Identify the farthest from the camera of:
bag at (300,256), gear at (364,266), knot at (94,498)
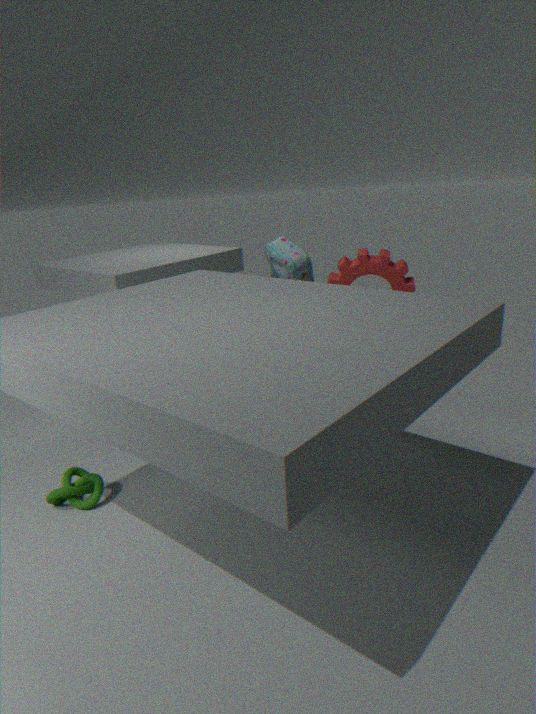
gear at (364,266)
